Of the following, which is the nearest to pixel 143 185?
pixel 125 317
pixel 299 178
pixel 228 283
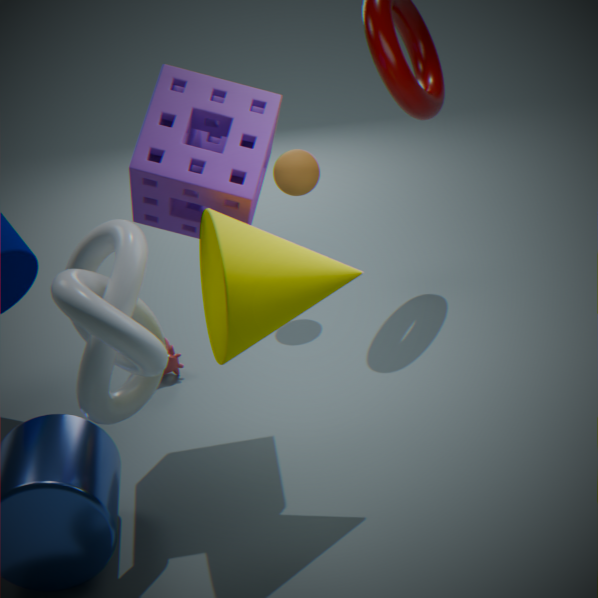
pixel 228 283
